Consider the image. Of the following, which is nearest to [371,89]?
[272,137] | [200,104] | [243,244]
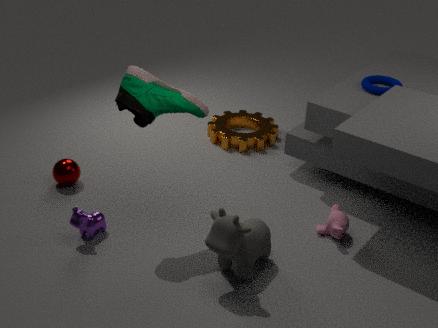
[272,137]
